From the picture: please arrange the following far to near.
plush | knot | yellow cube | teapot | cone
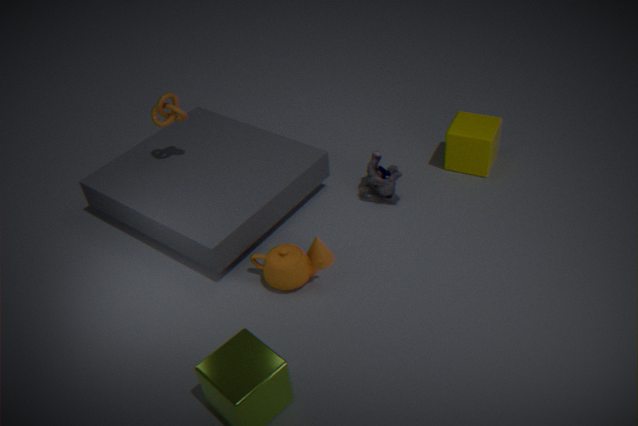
1. yellow cube
2. plush
3. knot
4. cone
5. teapot
